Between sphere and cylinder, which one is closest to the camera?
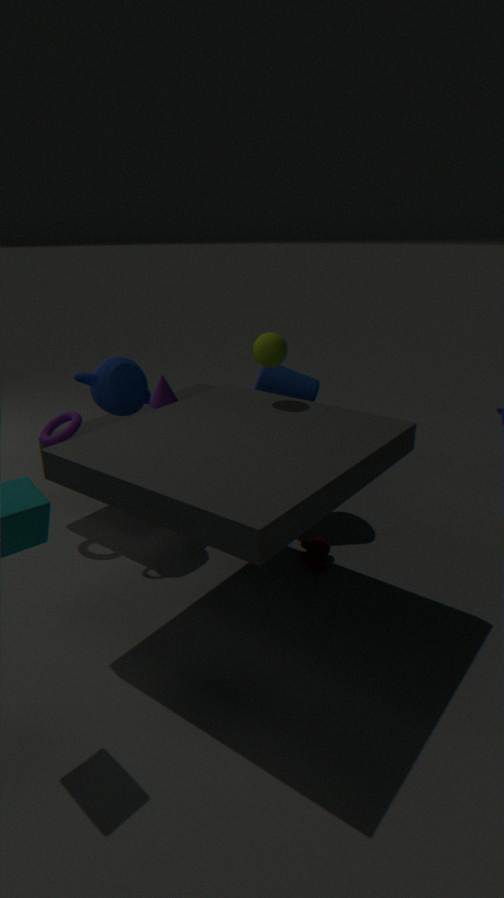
sphere
